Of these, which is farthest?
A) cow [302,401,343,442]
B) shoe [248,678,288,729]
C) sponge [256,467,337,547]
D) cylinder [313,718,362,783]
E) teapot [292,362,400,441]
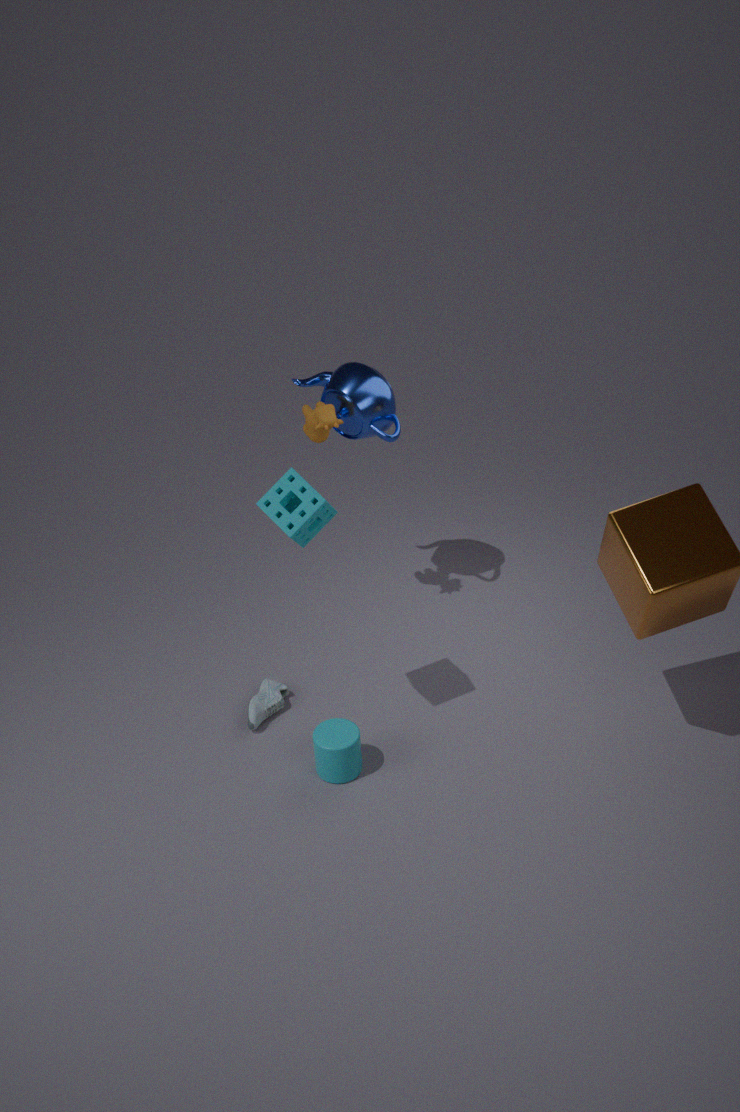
teapot [292,362,400,441]
